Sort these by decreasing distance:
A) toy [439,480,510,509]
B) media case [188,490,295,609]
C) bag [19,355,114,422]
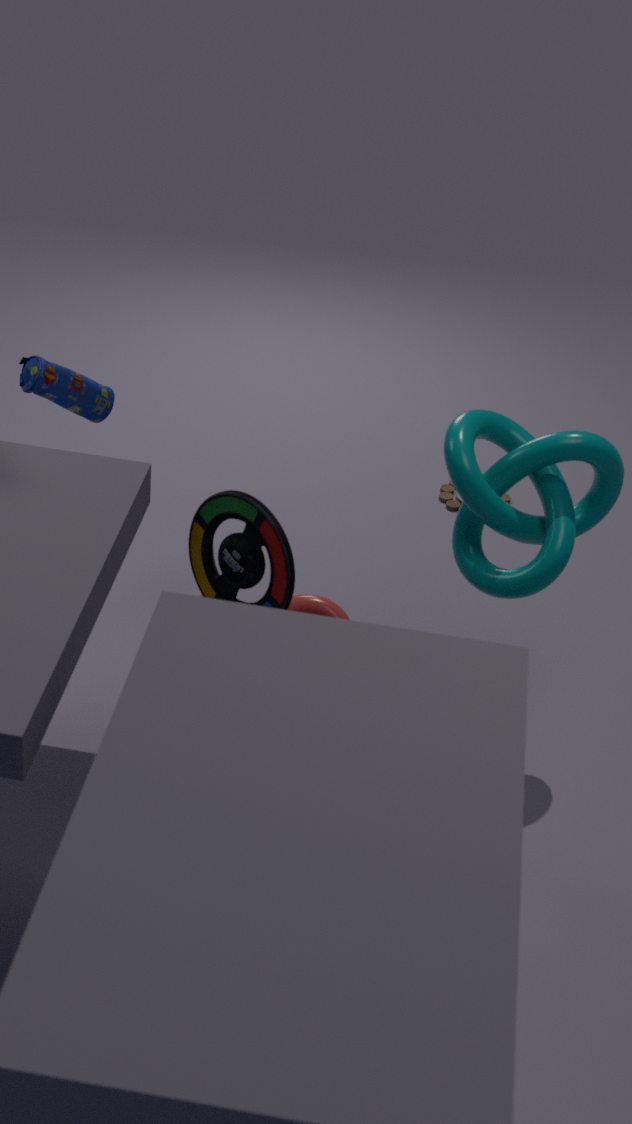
1. toy [439,480,510,509]
2. bag [19,355,114,422]
3. media case [188,490,295,609]
